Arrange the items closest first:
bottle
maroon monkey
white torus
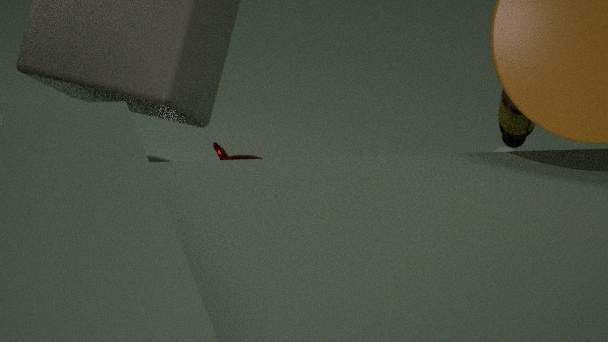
1. maroon monkey
2. bottle
3. white torus
